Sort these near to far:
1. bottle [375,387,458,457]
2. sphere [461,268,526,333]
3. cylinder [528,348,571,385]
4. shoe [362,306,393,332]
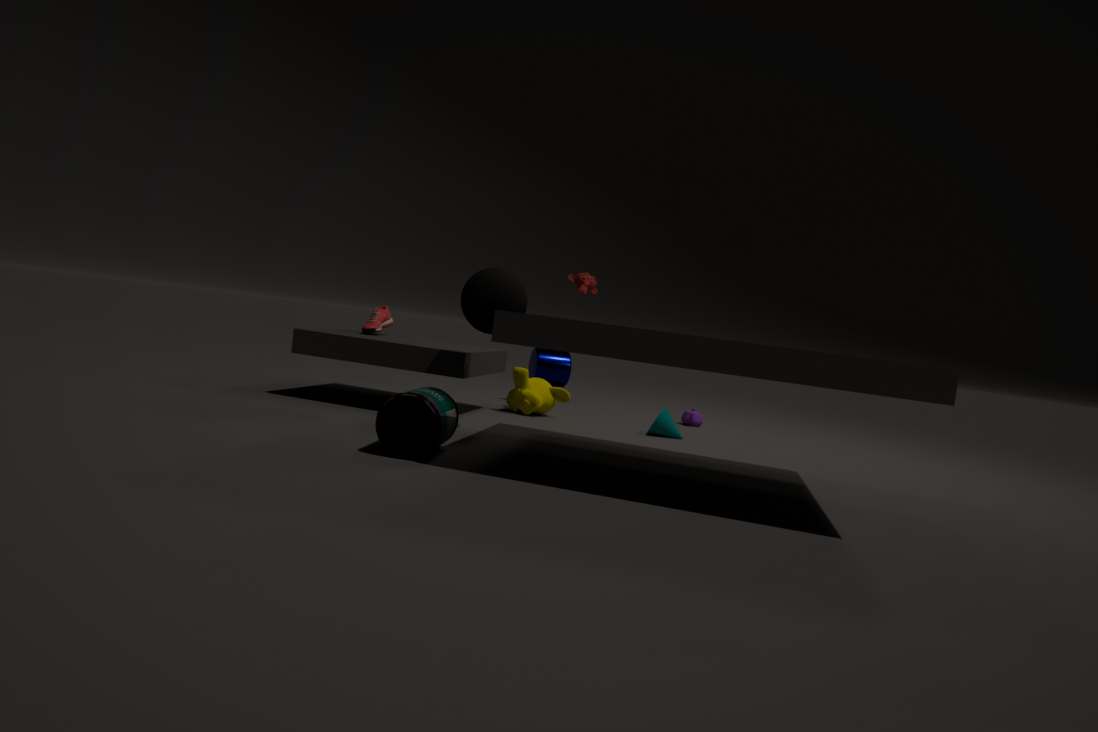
bottle [375,387,458,457] → sphere [461,268,526,333] → shoe [362,306,393,332] → cylinder [528,348,571,385]
